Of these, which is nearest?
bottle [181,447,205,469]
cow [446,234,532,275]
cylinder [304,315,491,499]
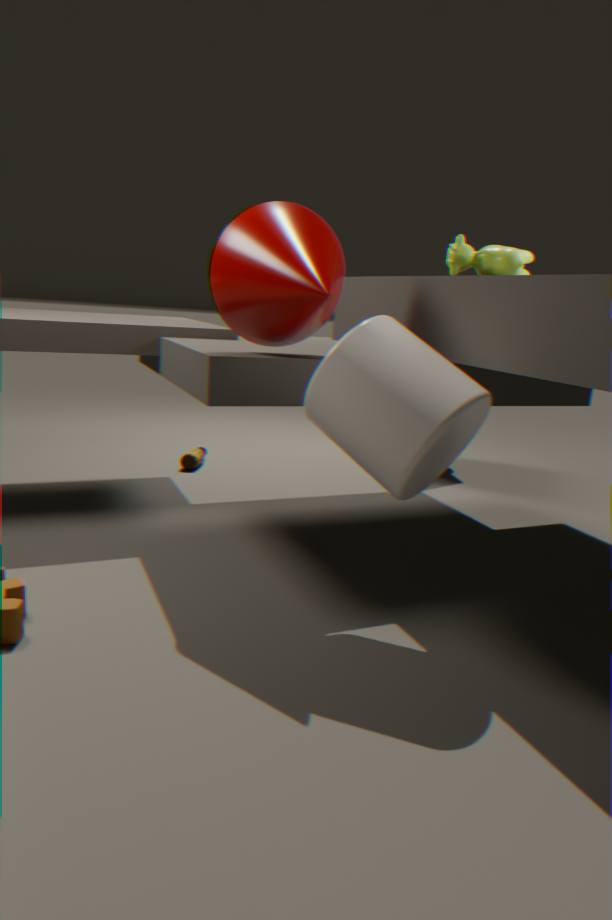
cylinder [304,315,491,499]
